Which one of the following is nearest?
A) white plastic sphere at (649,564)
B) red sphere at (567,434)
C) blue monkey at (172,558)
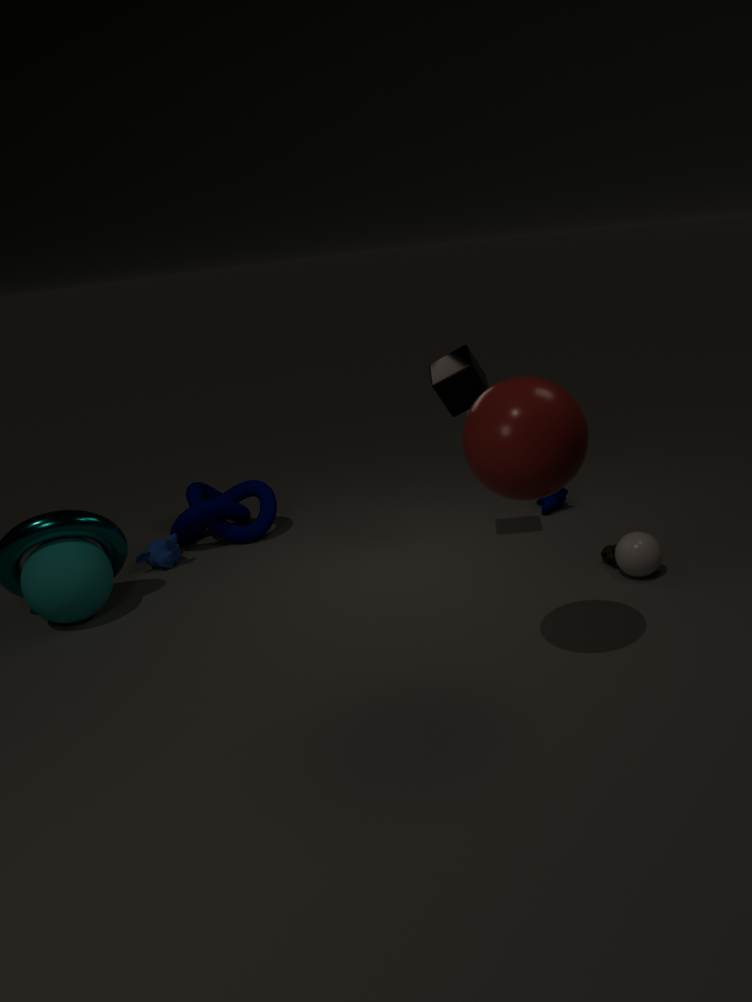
B. red sphere at (567,434)
